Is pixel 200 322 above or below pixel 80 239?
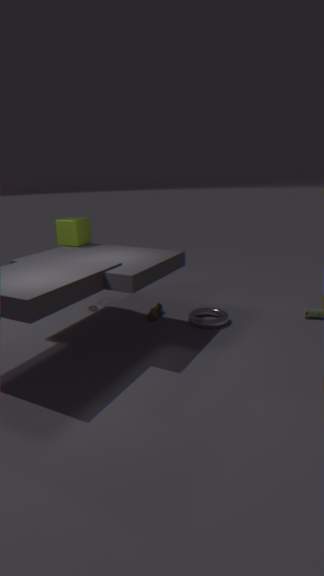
below
